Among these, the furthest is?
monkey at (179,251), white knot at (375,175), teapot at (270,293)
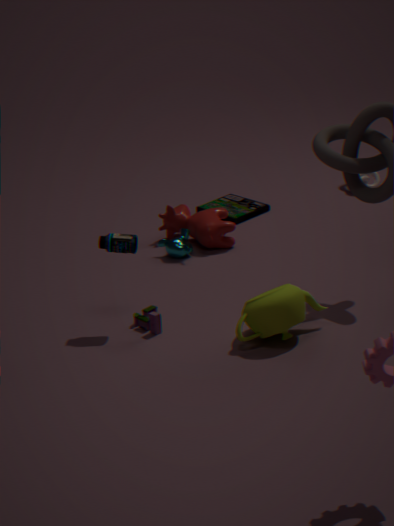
white knot at (375,175)
